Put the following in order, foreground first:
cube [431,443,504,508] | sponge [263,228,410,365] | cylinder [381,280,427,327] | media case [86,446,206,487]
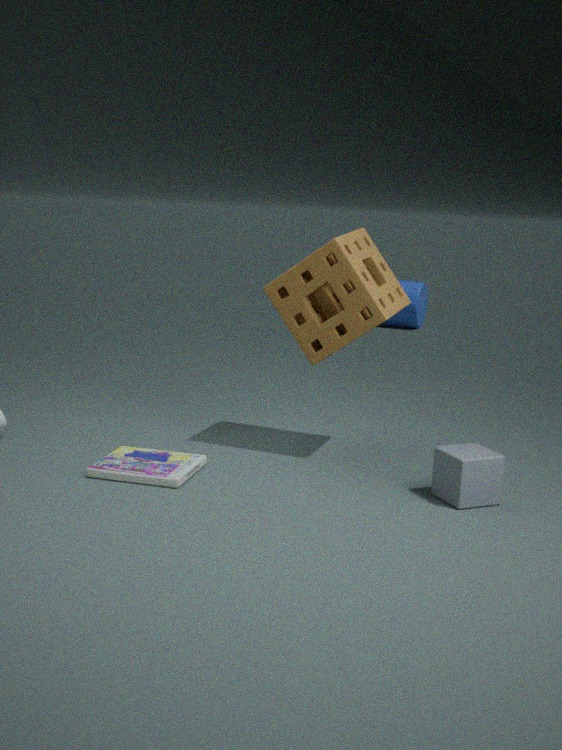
cube [431,443,504,508], media case [86,446,206,487], sponge [263,228,410,365], cylinder [381,280,427,327]
